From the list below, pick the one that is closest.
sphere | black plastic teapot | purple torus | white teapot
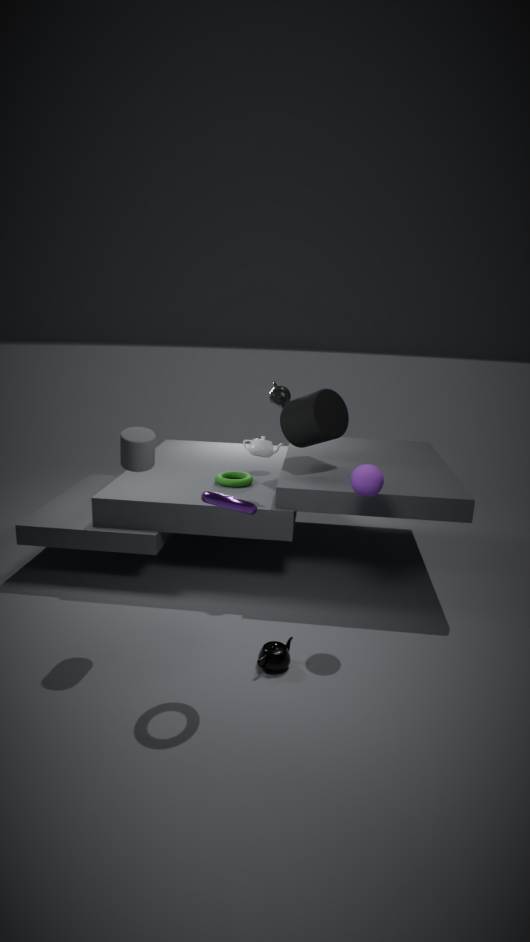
purple torus
